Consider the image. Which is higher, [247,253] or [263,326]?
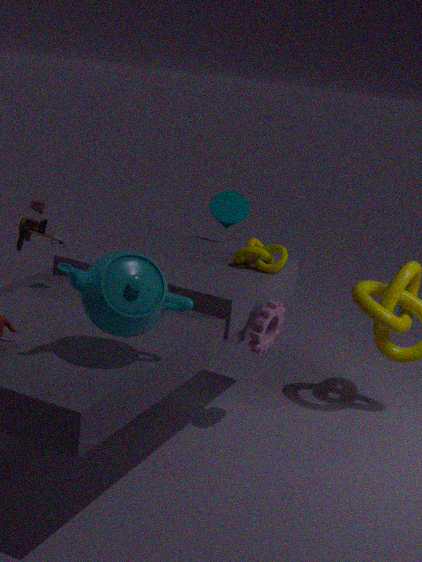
[247,253]
